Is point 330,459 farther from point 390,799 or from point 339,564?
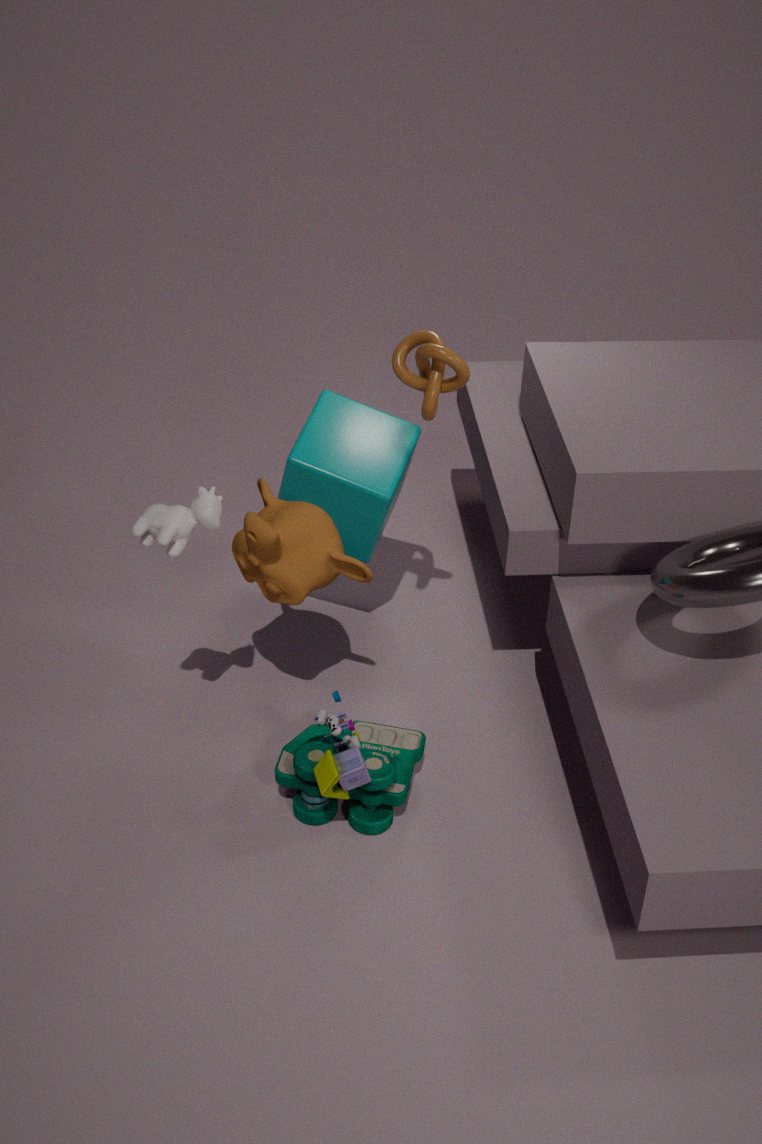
point 390,799
